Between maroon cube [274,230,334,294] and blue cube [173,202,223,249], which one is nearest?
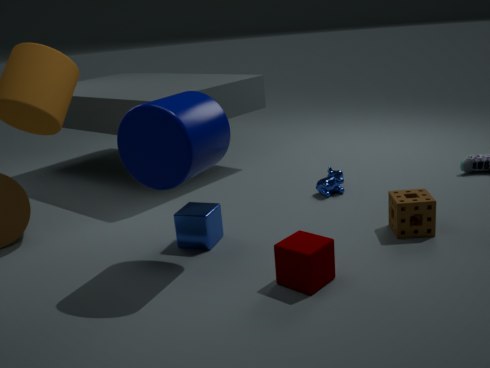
maroon cube [274,230,334,294]
